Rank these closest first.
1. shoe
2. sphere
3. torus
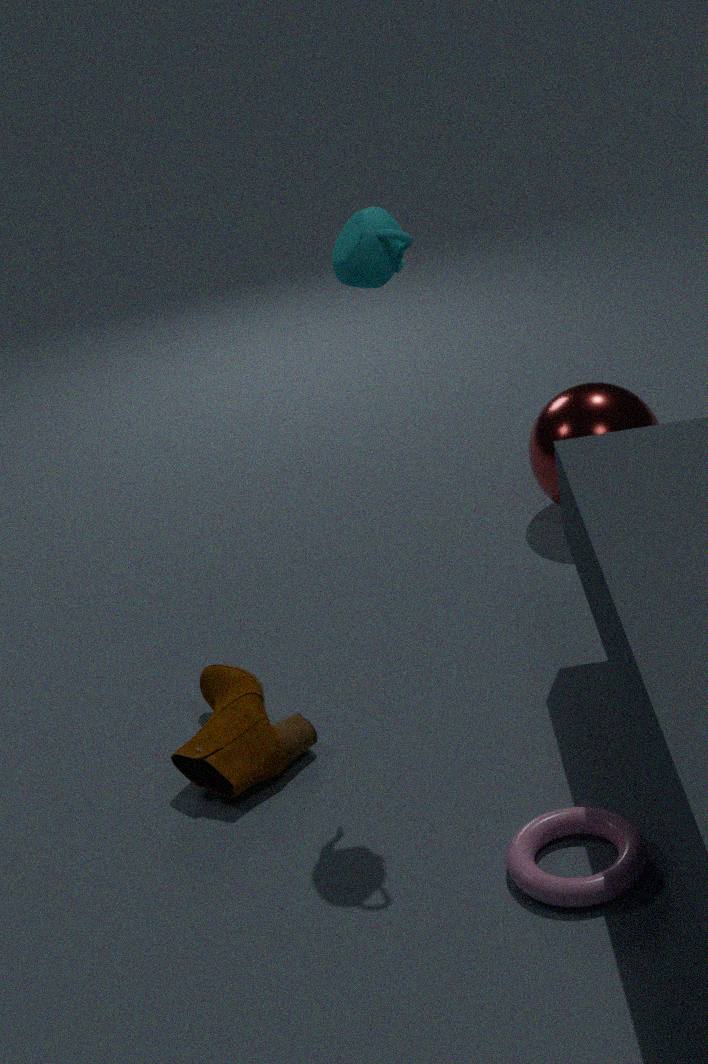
torus < shoe < sphere
